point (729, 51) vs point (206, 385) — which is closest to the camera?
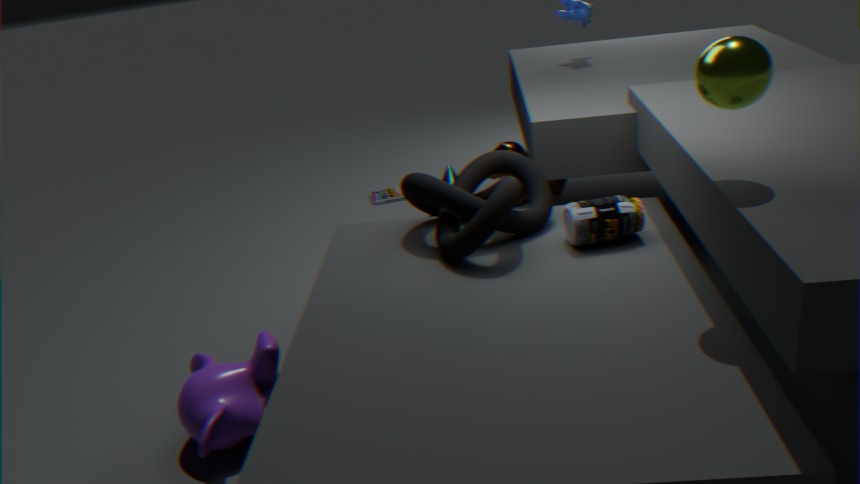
point (729, 51)
